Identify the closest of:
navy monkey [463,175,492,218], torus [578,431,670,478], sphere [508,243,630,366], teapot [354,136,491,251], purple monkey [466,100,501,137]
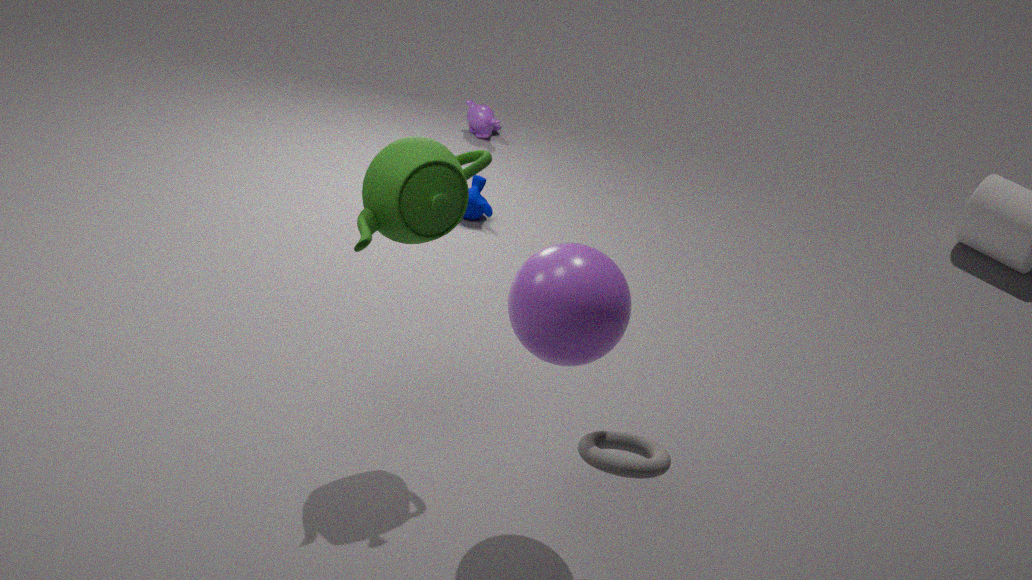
torus [578,431,670,478]
